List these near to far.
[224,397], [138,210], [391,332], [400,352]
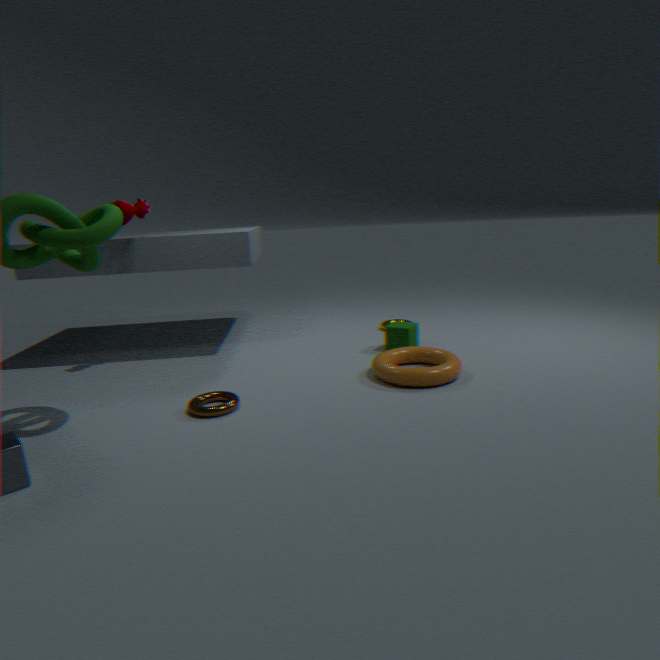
[224,397]
[138,210]
[400,352]
[391,332]
